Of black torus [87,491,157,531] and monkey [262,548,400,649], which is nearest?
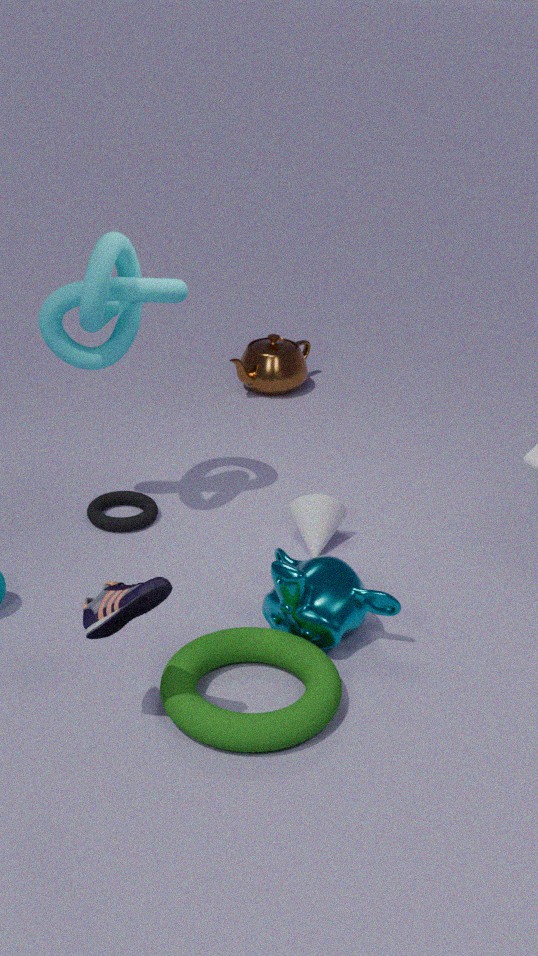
monkey [262,548,400,649]
